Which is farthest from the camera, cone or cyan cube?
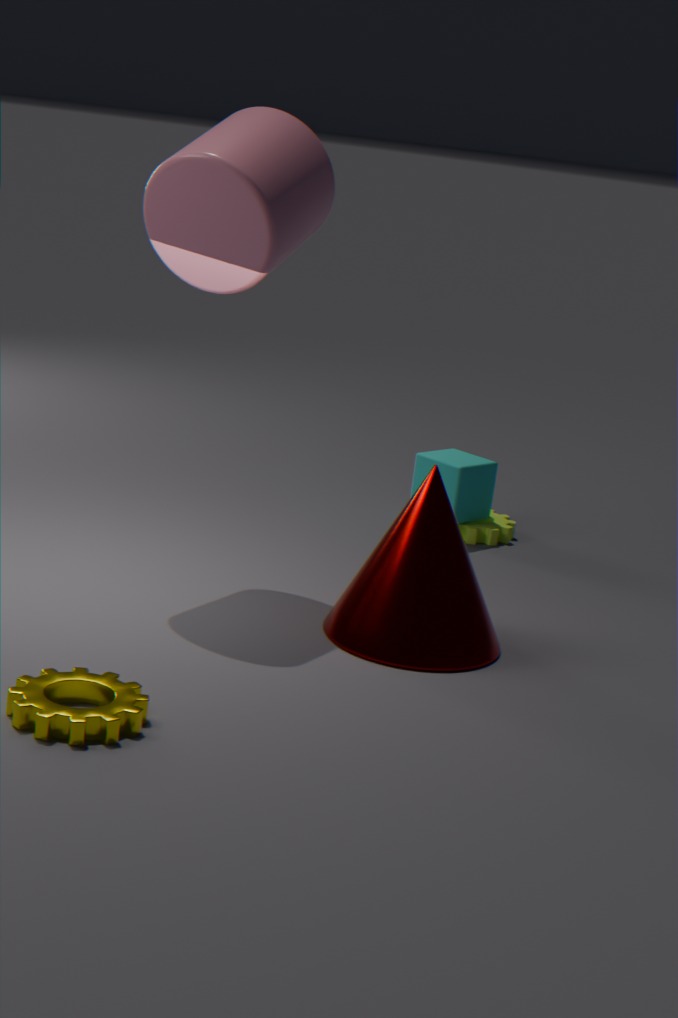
cyan cube
